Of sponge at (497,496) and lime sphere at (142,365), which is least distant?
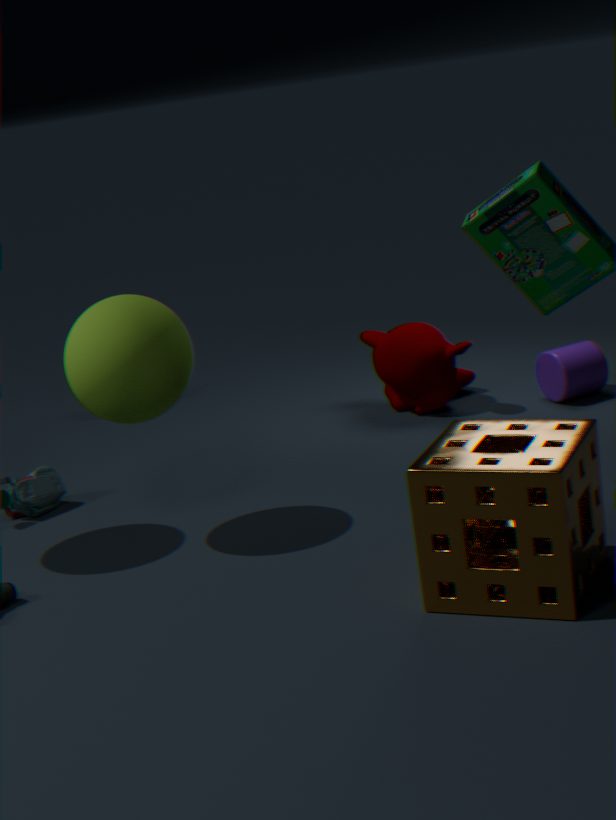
sponge at (497,496)
